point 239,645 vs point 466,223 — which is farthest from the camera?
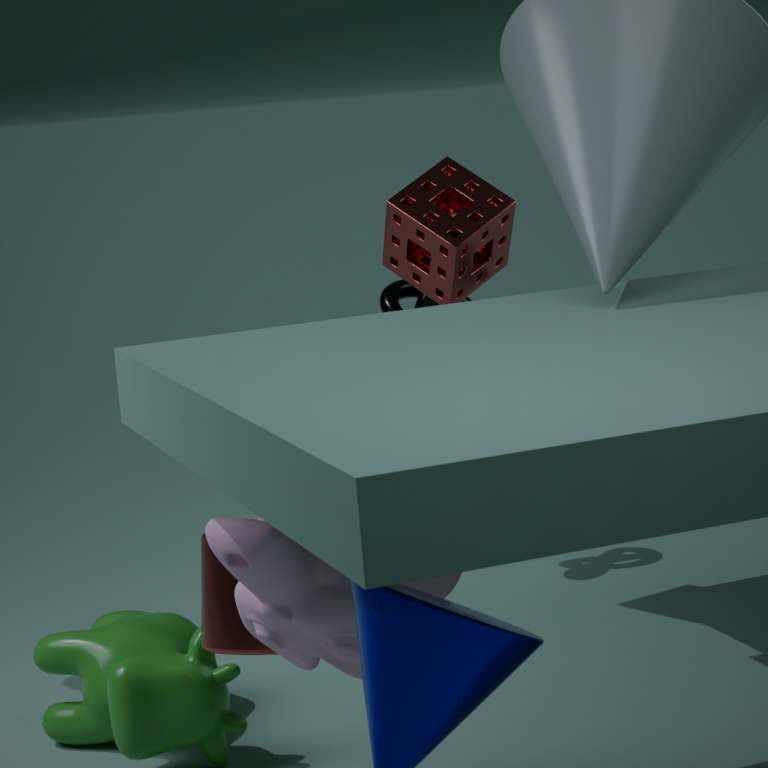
point 466,223
